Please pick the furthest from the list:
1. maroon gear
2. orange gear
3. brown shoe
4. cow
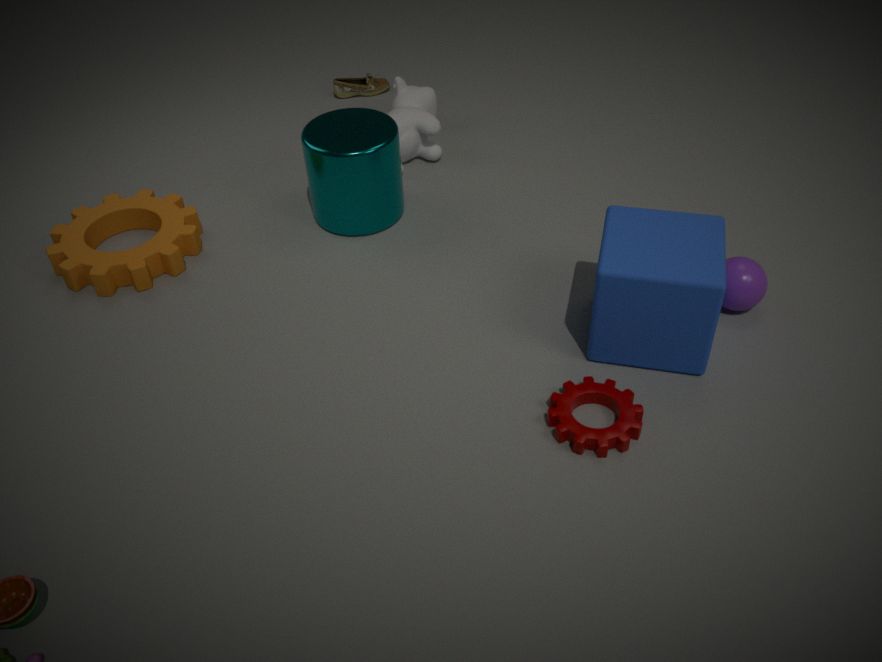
brown shoe
